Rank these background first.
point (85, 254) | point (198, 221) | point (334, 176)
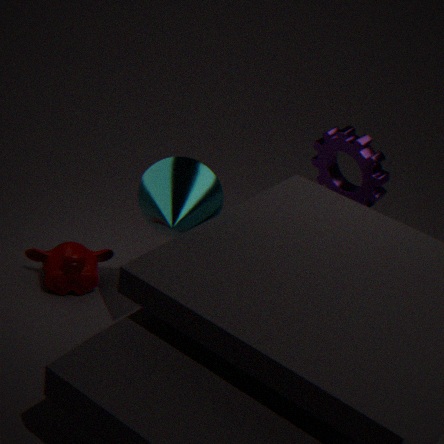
point (334, 176), point (85, 254), point (198, 221)
